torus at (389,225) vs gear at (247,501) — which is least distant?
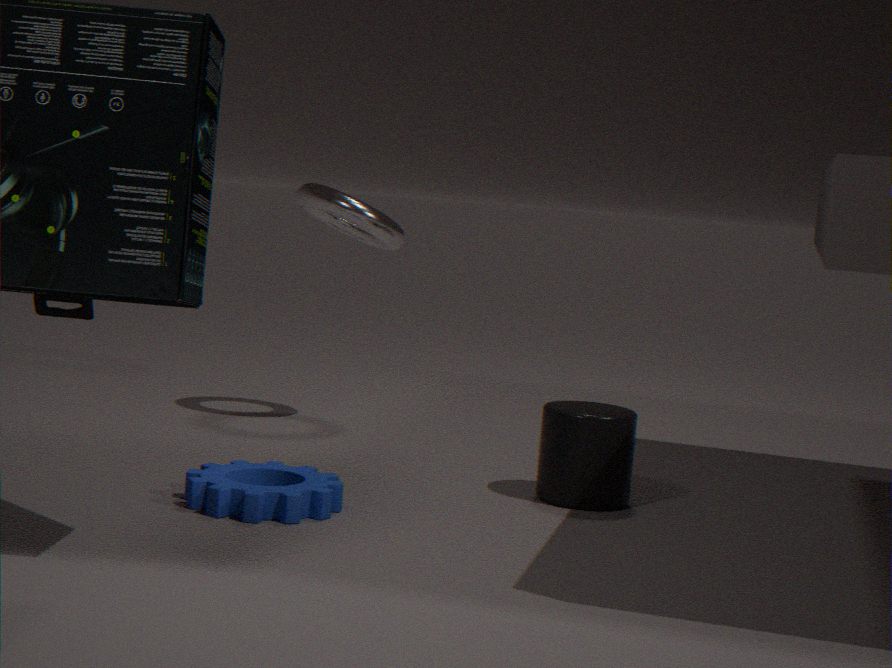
gear at (247,501)
